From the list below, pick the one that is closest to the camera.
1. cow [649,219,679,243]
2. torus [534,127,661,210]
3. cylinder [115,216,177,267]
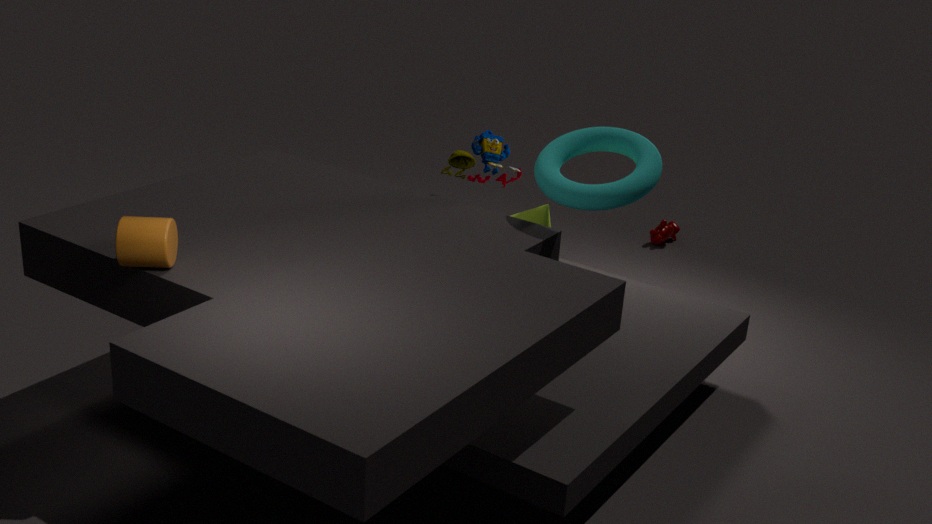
cylinder [115,216,177,267]
